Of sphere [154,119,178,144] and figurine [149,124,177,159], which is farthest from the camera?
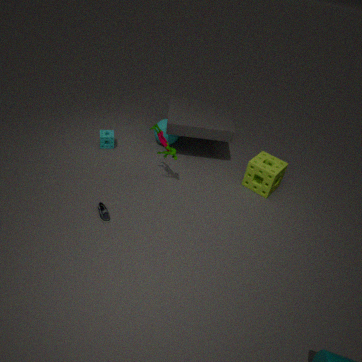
sphere [154,119,178,144]
